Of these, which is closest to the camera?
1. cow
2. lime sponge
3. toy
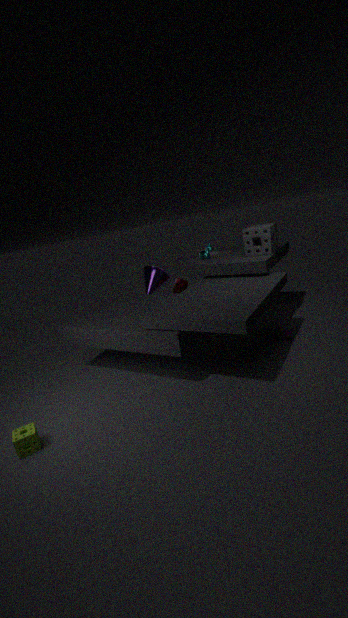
lime sponge
